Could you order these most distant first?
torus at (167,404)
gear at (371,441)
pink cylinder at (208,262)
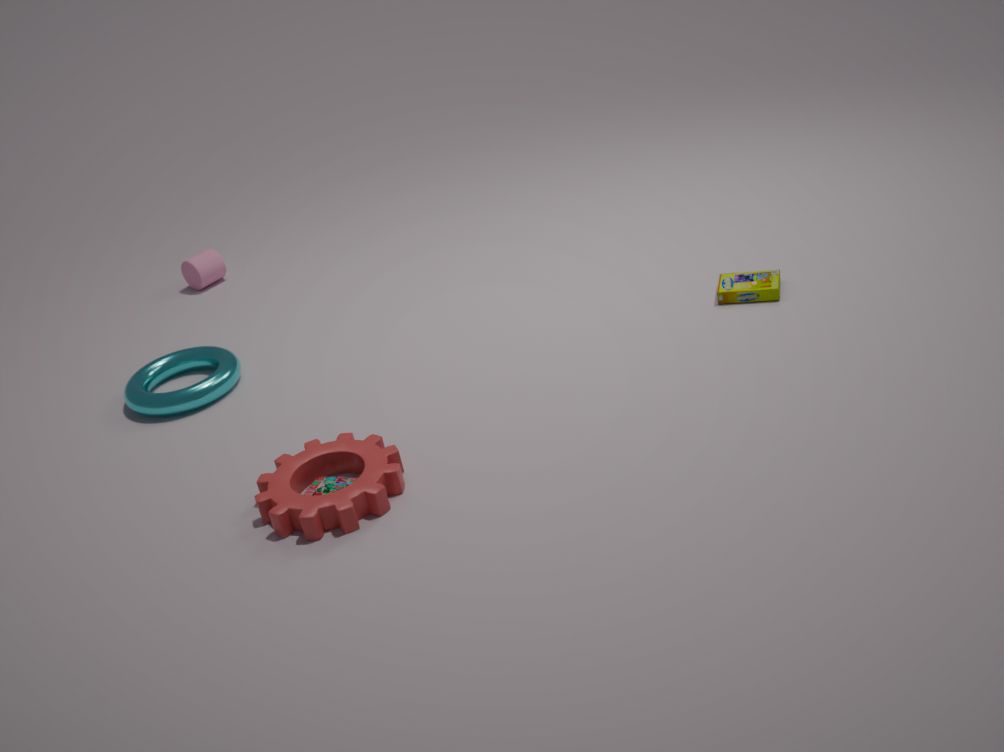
pink cylinder at (208,262) → torus at (167,404) → gear at (371,441)
